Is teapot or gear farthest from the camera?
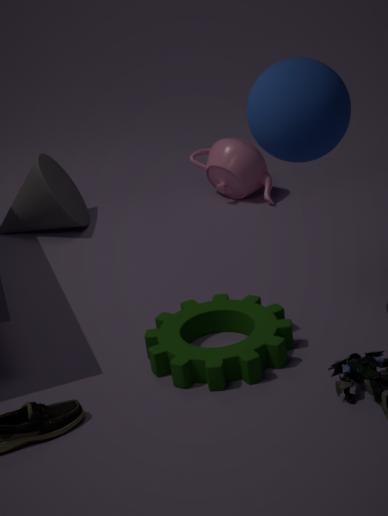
teapot
